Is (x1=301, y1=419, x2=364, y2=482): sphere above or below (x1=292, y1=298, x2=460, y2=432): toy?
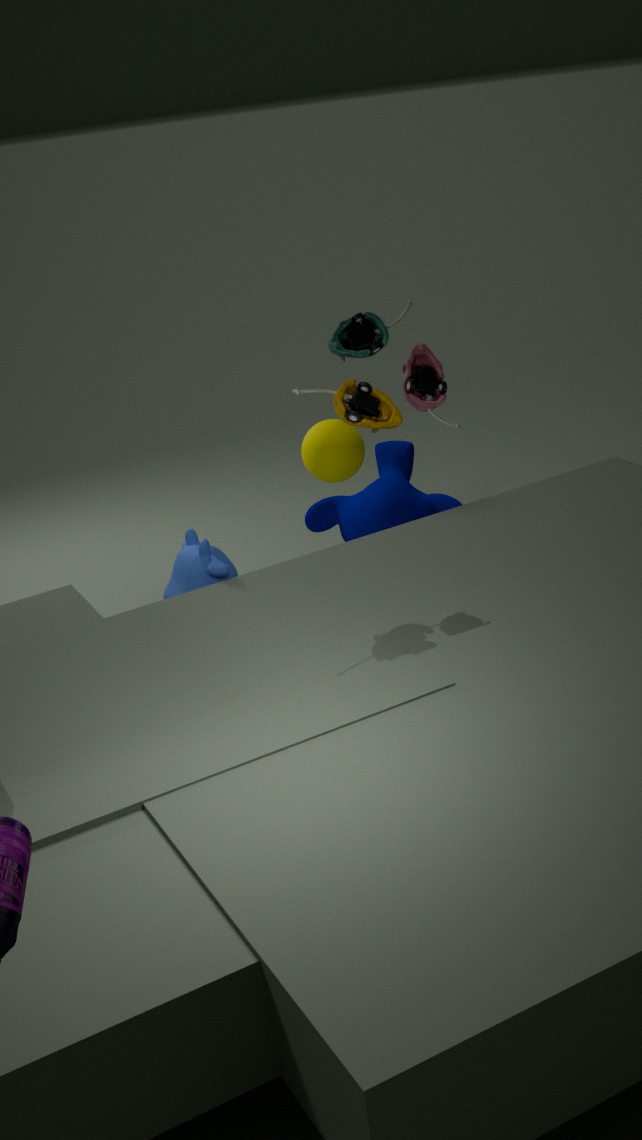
below
